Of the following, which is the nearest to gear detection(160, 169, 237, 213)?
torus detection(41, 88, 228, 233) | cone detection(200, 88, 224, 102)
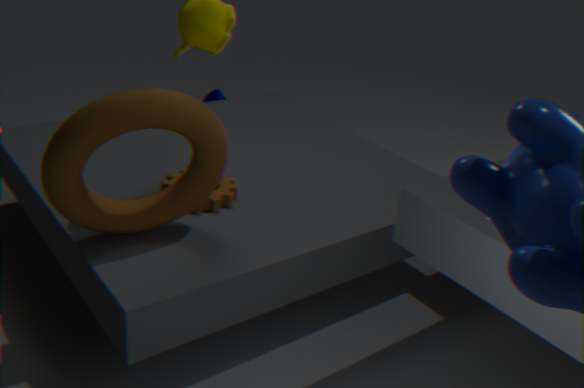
torus detection(41, 88, 228, 233)
